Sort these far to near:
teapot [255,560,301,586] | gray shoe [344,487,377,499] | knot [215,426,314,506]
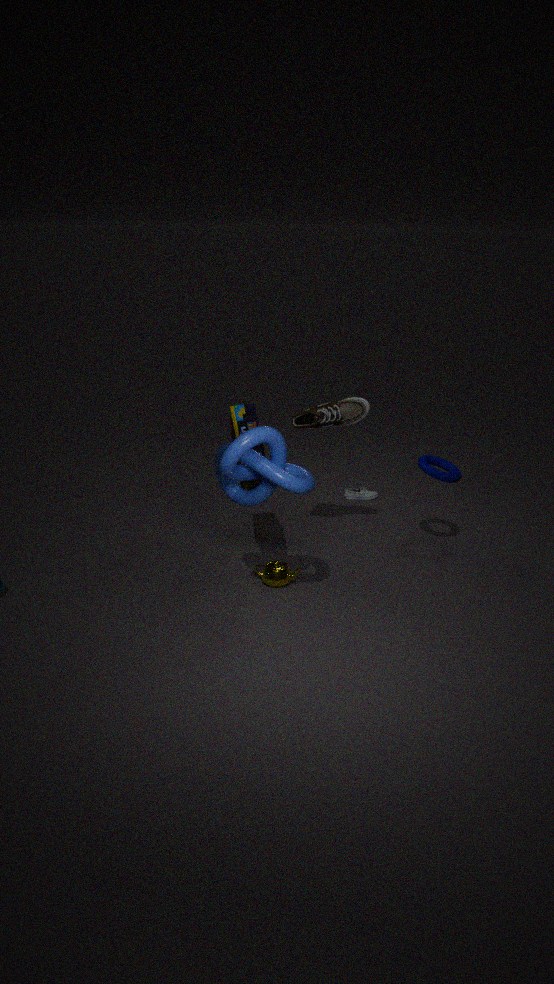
gray shoe [344,487,377,499] < teapot [255,560,301,586] < knot [215,426,314,506]
